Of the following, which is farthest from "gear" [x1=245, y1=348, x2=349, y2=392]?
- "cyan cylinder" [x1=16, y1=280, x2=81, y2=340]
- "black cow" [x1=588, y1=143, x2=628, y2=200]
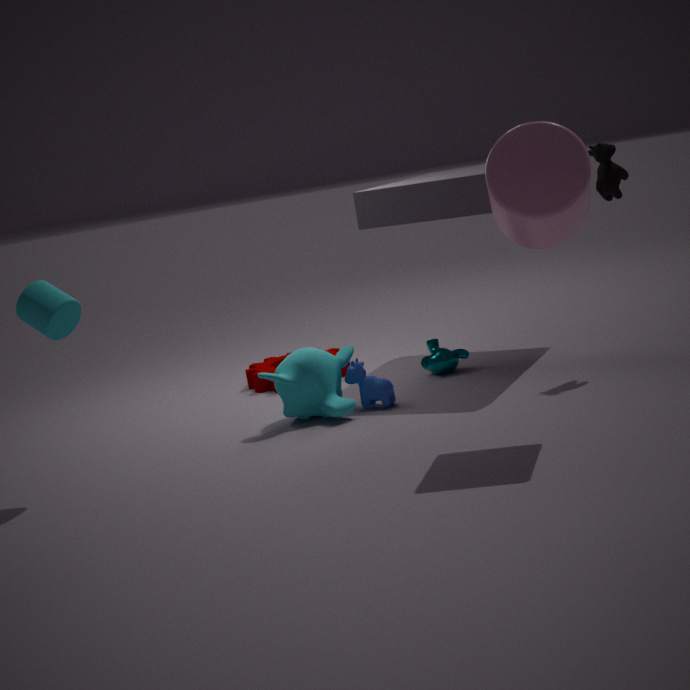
"black cow" [x1=588, y1=143, x2=628, y2=200]
